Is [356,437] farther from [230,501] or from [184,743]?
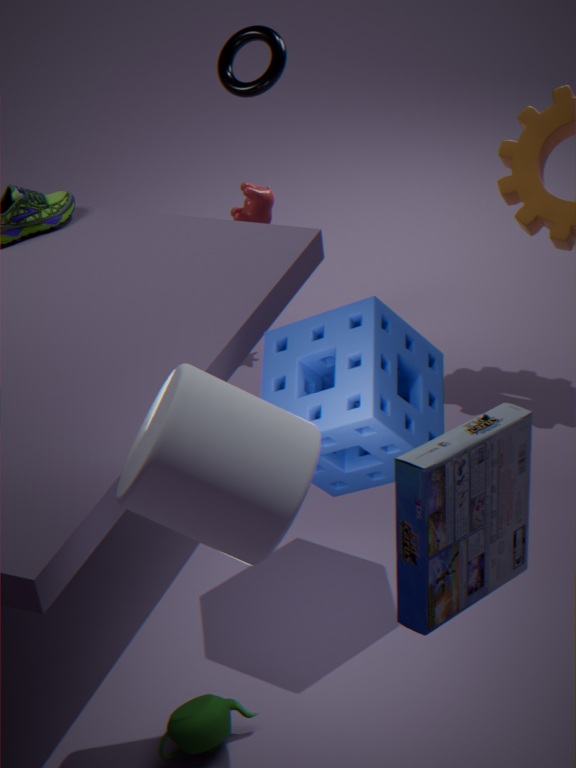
[184,743]
